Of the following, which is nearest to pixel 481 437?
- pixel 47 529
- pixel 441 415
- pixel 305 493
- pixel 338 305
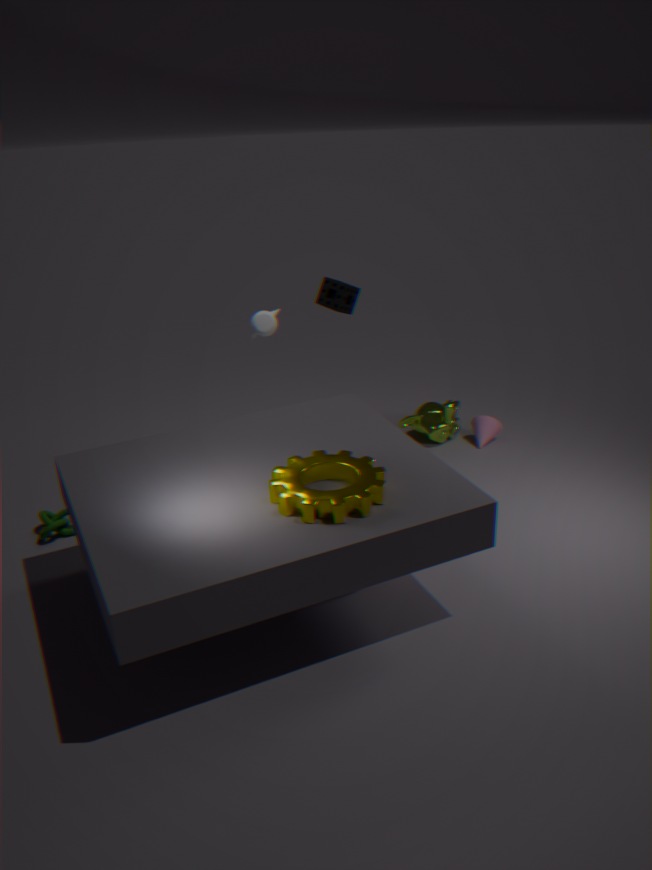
pixel 441 415
